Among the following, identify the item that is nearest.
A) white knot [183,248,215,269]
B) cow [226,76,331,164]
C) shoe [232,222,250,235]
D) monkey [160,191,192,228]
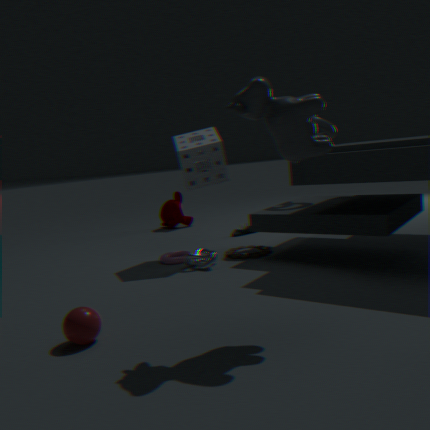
cow [226,76,331,164]
